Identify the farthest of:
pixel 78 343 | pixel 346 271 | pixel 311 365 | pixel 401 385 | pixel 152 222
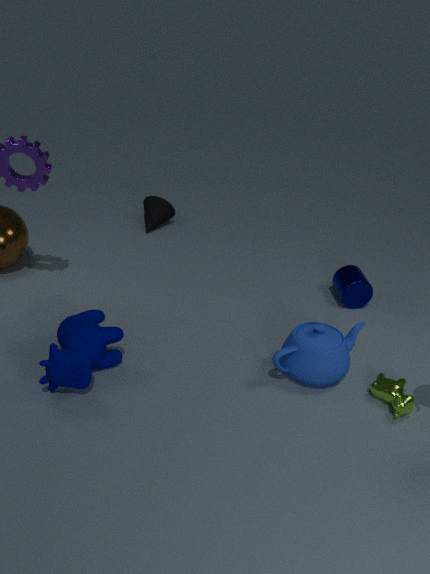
pixel 152 222
